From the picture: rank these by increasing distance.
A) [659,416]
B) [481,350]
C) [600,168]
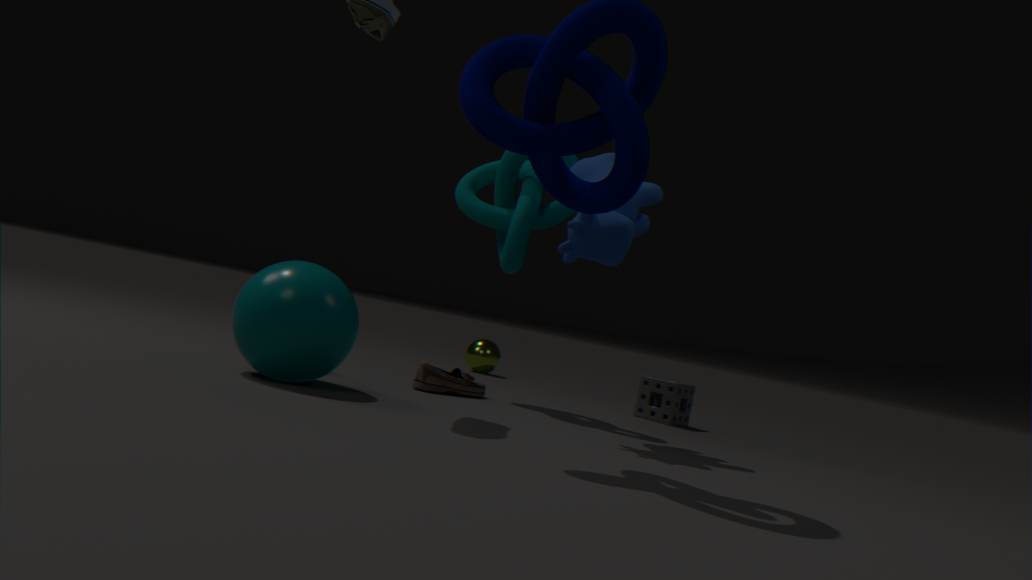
[600,168]
[659,416]
[481,350]
